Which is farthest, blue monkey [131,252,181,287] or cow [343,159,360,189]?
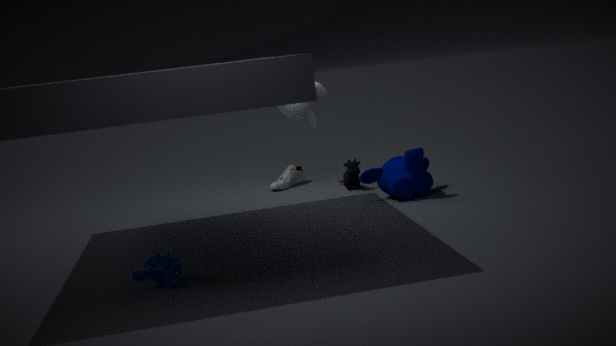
cow [343,159,360,189]
